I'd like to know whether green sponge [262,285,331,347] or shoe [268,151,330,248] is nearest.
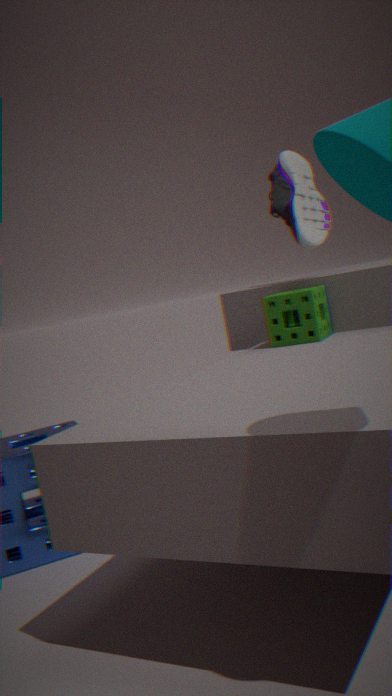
green sponge [262,285,331,347]
